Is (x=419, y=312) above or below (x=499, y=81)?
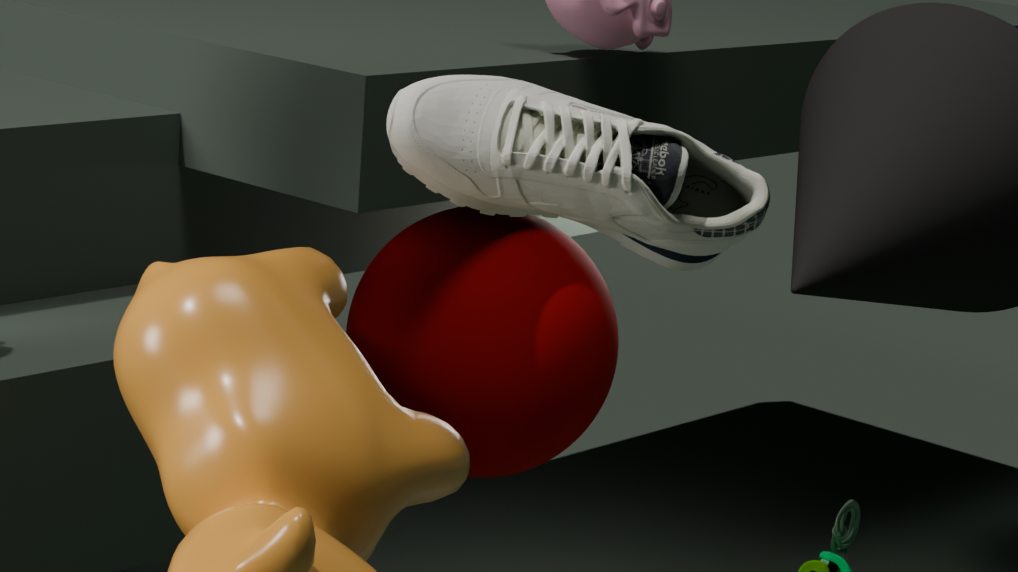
below
